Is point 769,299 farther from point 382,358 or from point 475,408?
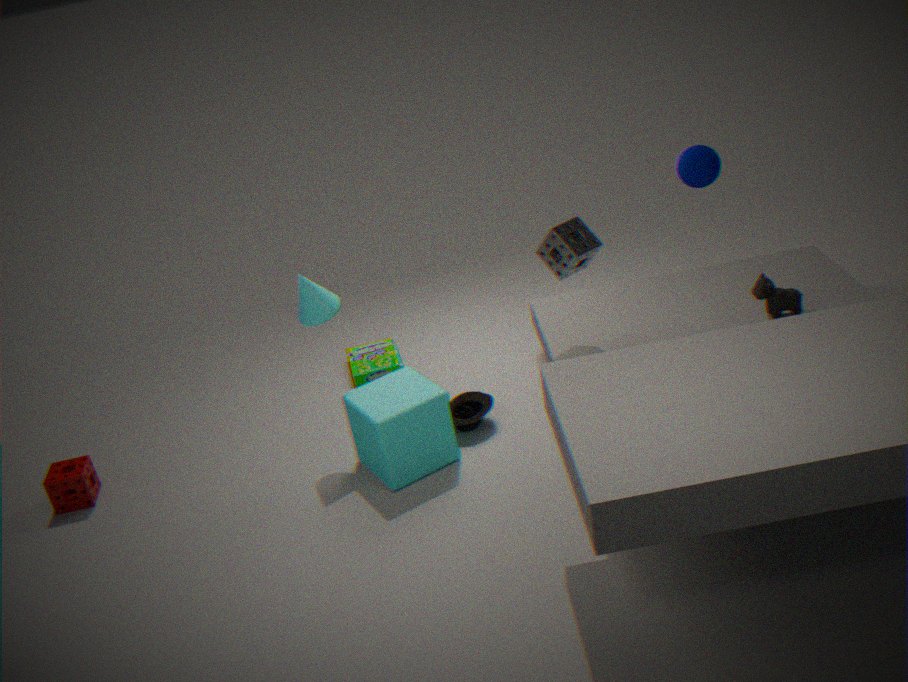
point 382,358
